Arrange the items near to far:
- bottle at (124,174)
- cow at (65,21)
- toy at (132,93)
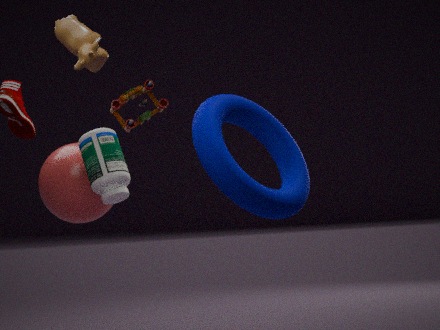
1. cow at (65,21)
2. bottle at (124,174)
3. toy at (132,93)
